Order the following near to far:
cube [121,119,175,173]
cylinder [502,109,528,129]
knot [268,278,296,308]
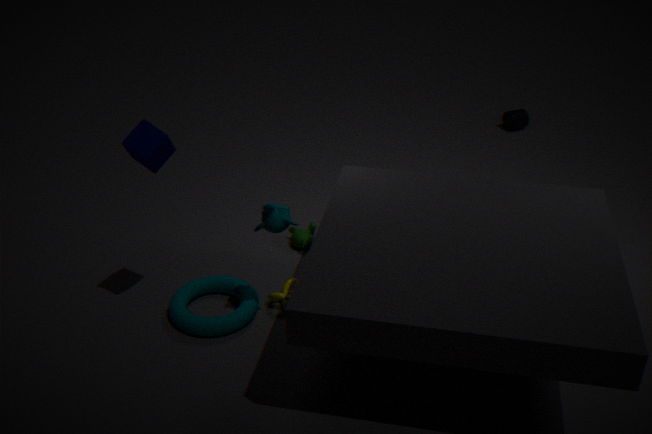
1. cube [121,119,175,173]
2. knot [268,278,296,308]
3. cylinder [502,109,528,129]
